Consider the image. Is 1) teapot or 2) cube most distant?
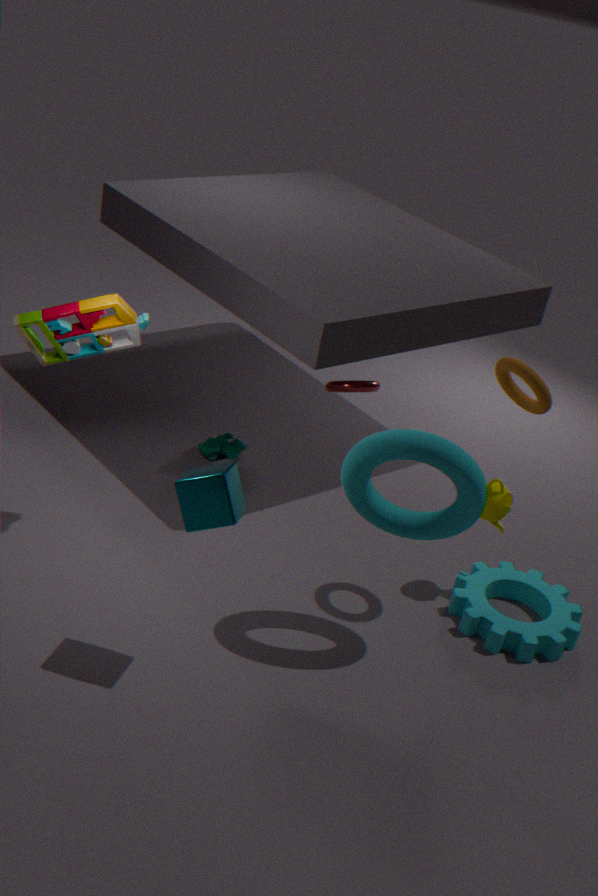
1. teapot
